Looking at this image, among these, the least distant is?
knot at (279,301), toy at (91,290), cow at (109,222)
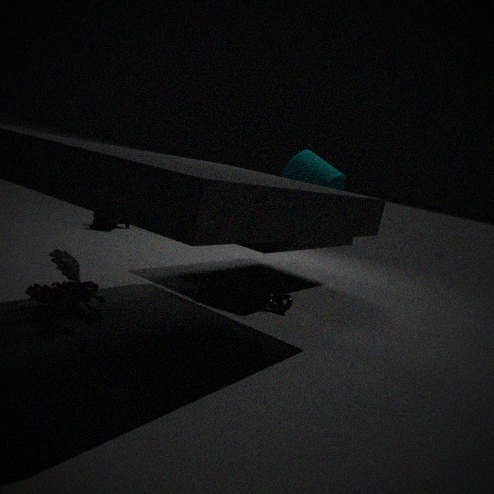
toy at (91,290)
